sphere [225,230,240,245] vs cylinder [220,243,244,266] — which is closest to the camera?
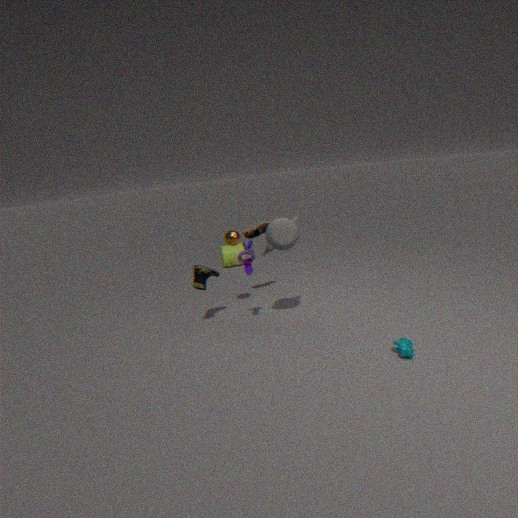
sphere [225,230,240,245]
